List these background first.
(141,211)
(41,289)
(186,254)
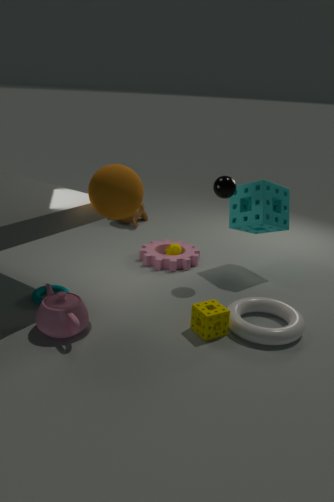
(141,211)
(186,254)
(41,289)
